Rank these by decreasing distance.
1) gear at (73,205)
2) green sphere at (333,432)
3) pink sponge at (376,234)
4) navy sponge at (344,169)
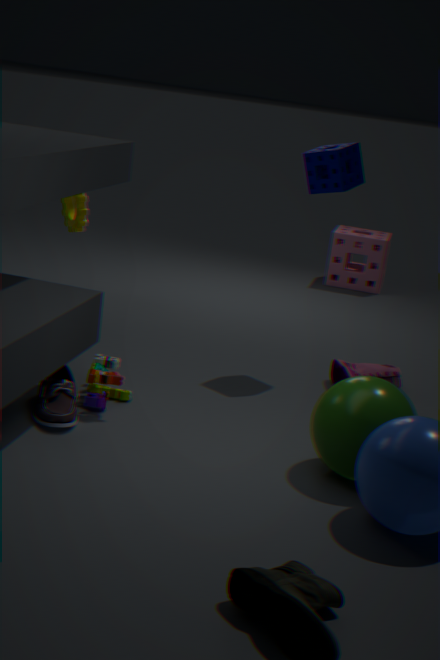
3. pink sponge at (376,234), 1. gear at (73,205), 4. navy sponge at (344,169), 2. green sphere at (333,432)
